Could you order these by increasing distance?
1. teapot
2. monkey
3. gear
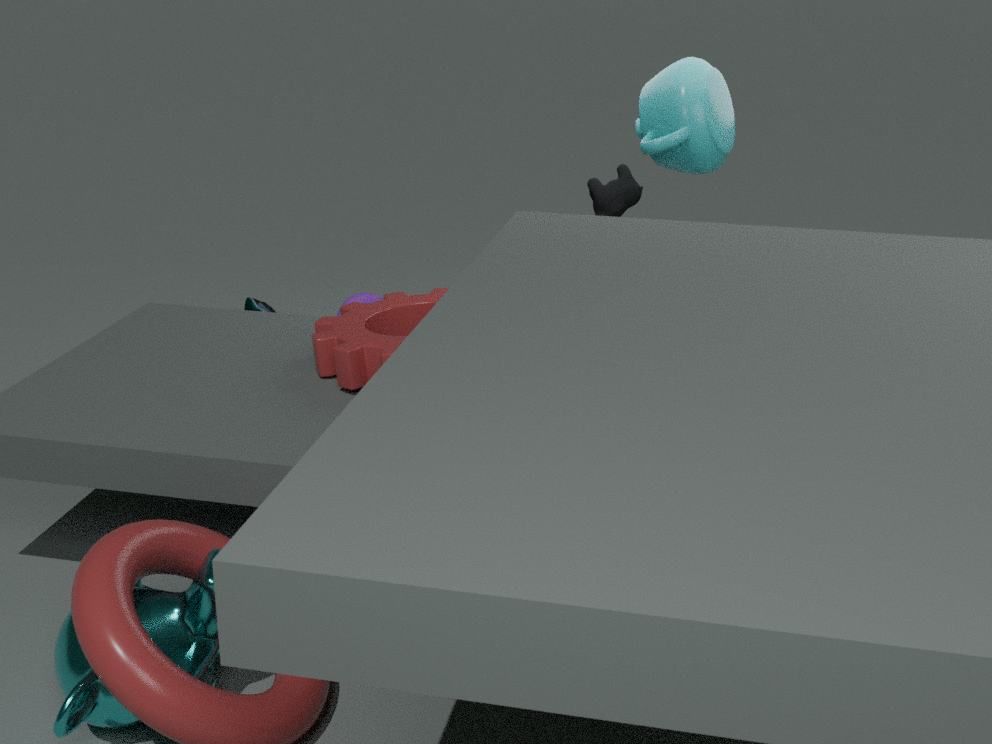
monkey
gear
teapot
